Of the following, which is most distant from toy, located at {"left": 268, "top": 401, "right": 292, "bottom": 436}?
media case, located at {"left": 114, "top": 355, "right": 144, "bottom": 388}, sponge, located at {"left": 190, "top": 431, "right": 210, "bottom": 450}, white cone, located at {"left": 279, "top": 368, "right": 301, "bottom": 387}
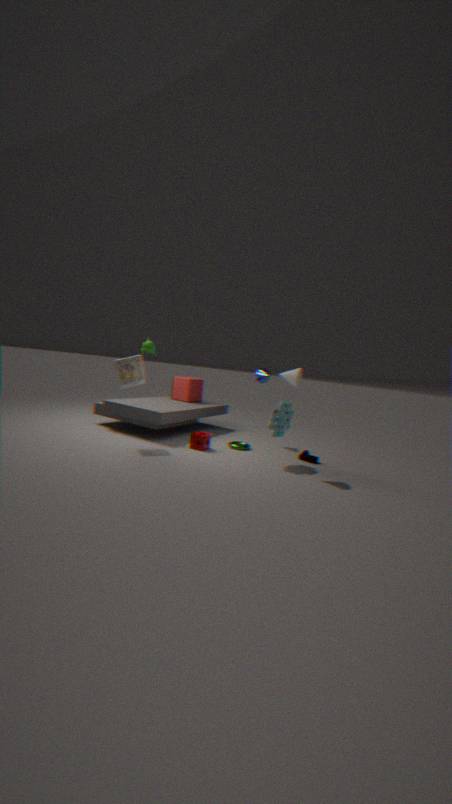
media case, located at {"left": 114, "top": 355, "right": 144, "bottom": 388}
